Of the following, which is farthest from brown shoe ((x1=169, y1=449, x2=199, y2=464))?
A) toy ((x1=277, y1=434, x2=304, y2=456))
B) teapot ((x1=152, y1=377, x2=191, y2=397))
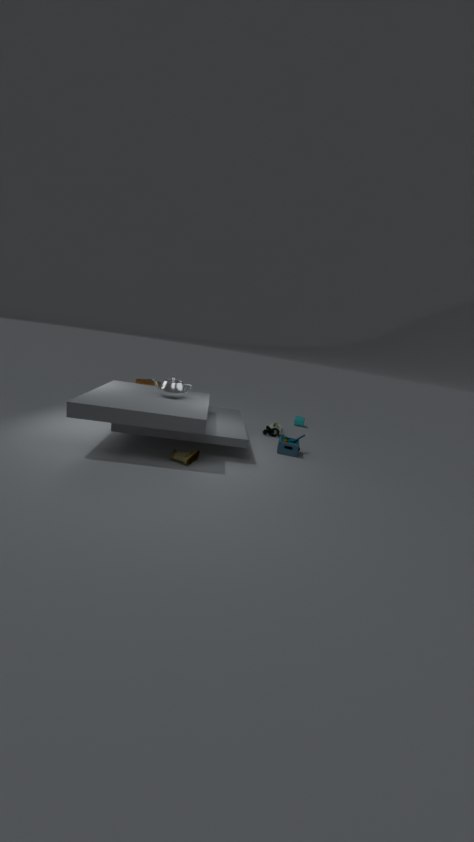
toy ((x1=277, y1=434, x2=304, y2=456))
